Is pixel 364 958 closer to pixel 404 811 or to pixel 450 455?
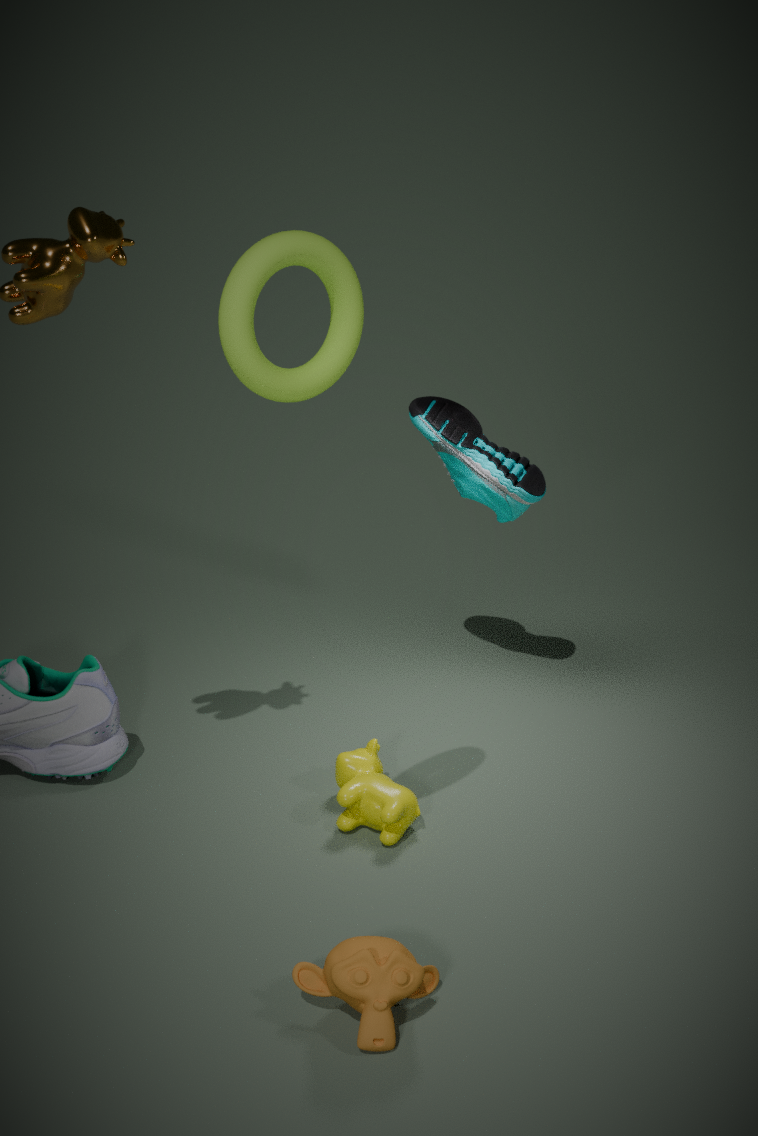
pixel 404 811
